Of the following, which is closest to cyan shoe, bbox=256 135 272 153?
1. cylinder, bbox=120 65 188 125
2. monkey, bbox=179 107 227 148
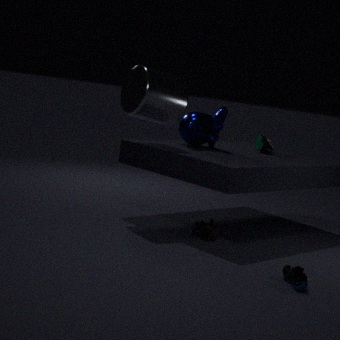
monkey, bbox=179 107 227 148
